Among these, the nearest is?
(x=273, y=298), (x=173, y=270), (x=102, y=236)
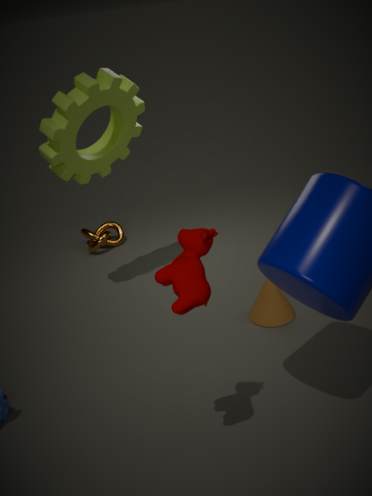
(x=173, y=270)
